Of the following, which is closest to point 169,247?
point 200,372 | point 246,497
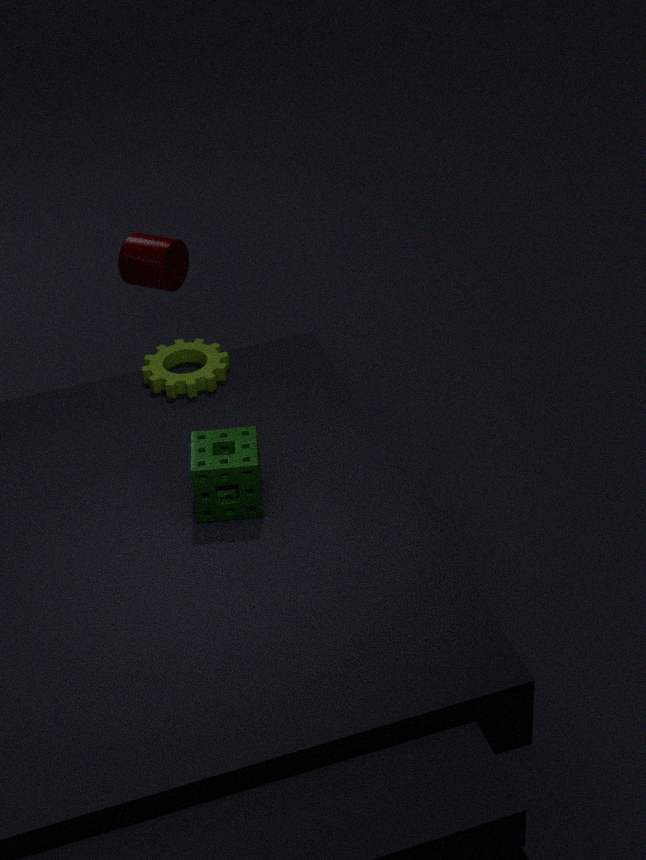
point 200,372
